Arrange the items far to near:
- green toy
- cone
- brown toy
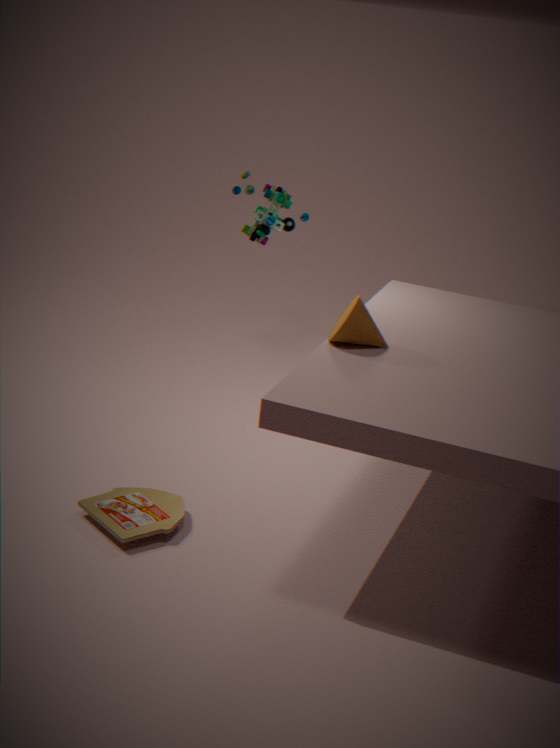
green toy
cone
brown toy
